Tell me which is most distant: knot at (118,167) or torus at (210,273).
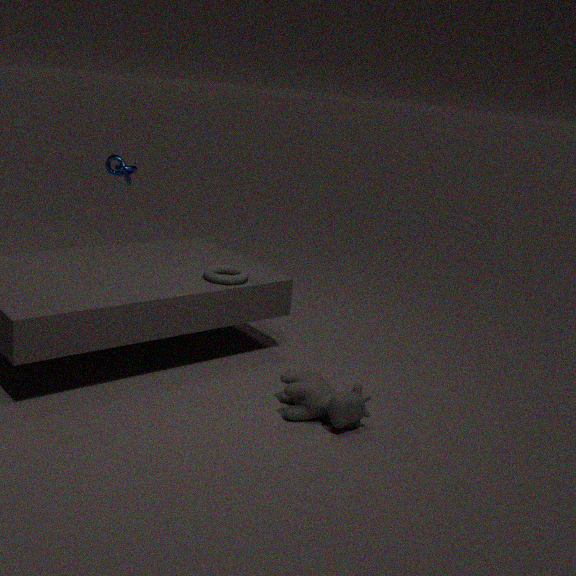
Result: knot at (118,167)
